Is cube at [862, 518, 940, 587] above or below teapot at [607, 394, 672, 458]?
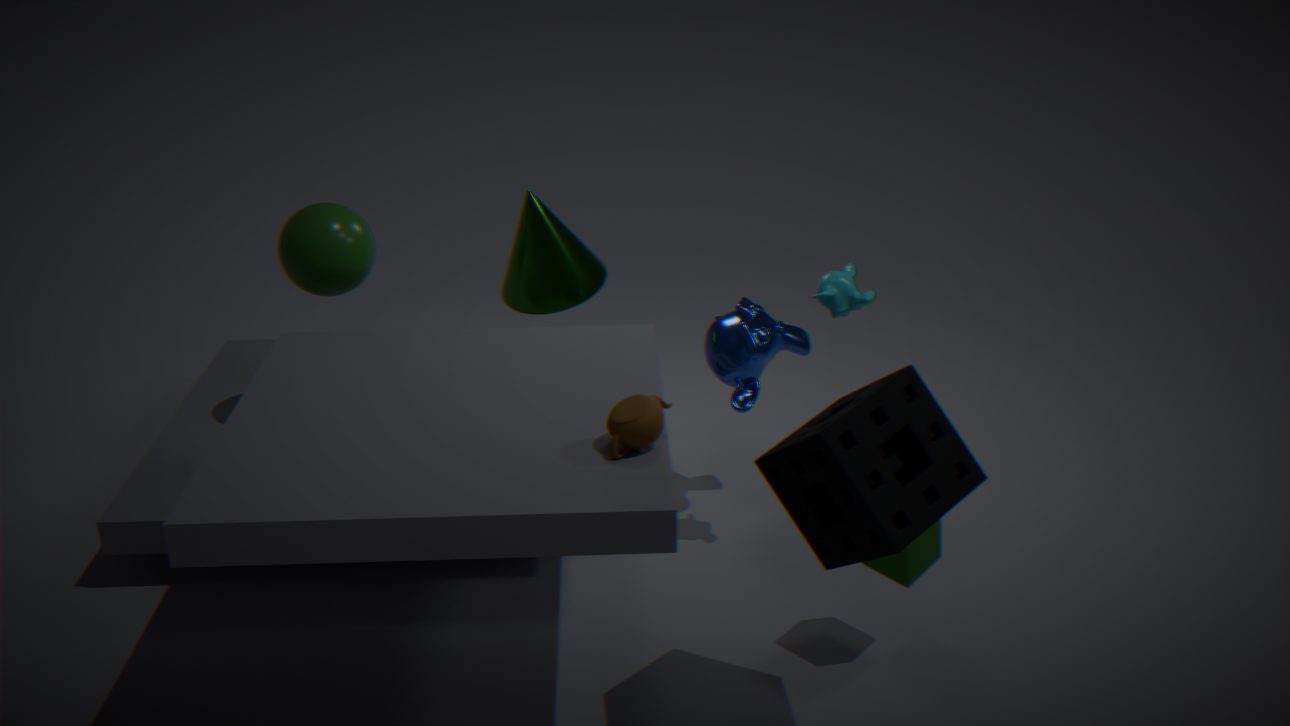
below
